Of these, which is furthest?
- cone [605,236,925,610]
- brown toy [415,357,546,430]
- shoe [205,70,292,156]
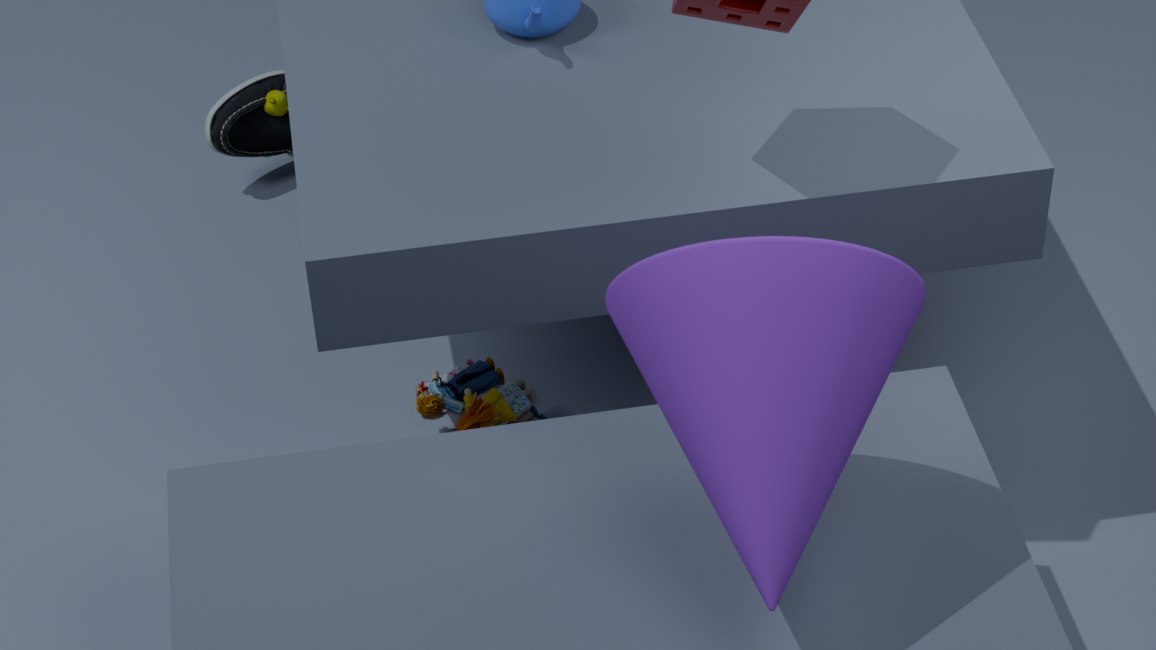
shoe [205,70,292,156]
